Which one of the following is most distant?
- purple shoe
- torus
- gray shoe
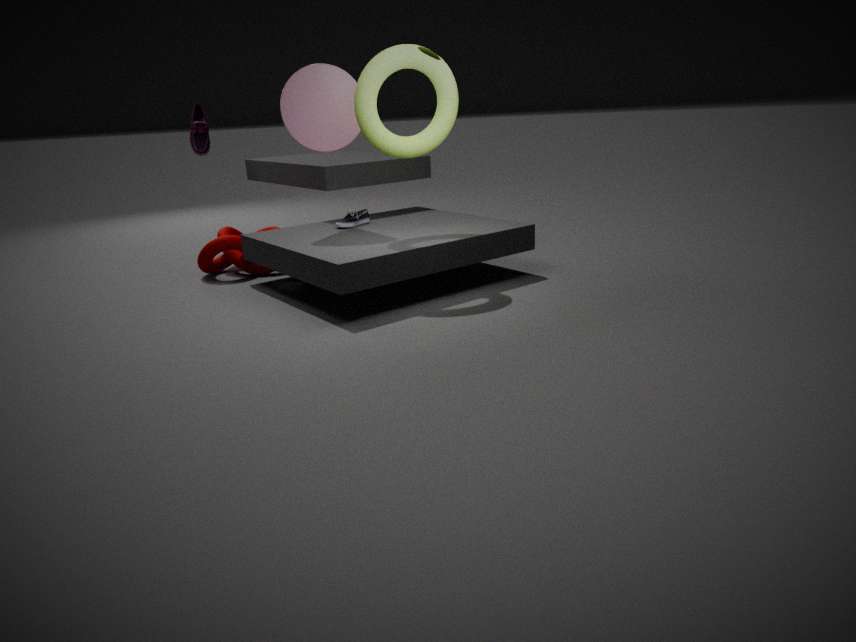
purple shoe
